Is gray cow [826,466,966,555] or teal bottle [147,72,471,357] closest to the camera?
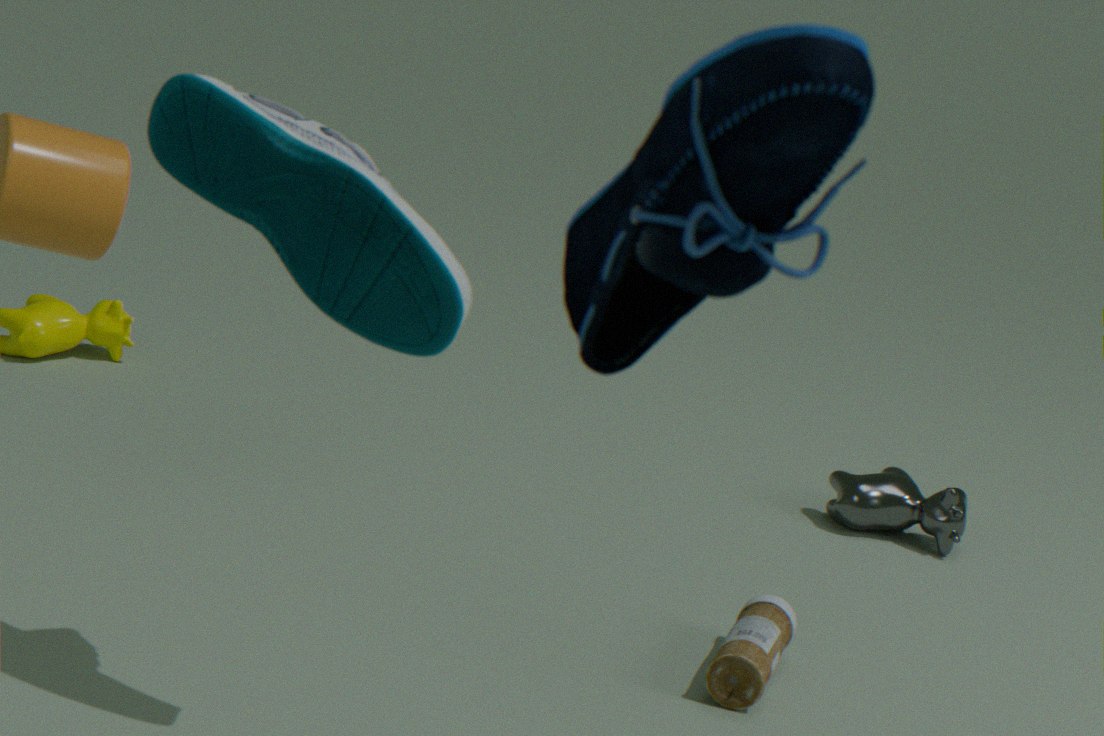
teal bottle [147,72,471,357]
